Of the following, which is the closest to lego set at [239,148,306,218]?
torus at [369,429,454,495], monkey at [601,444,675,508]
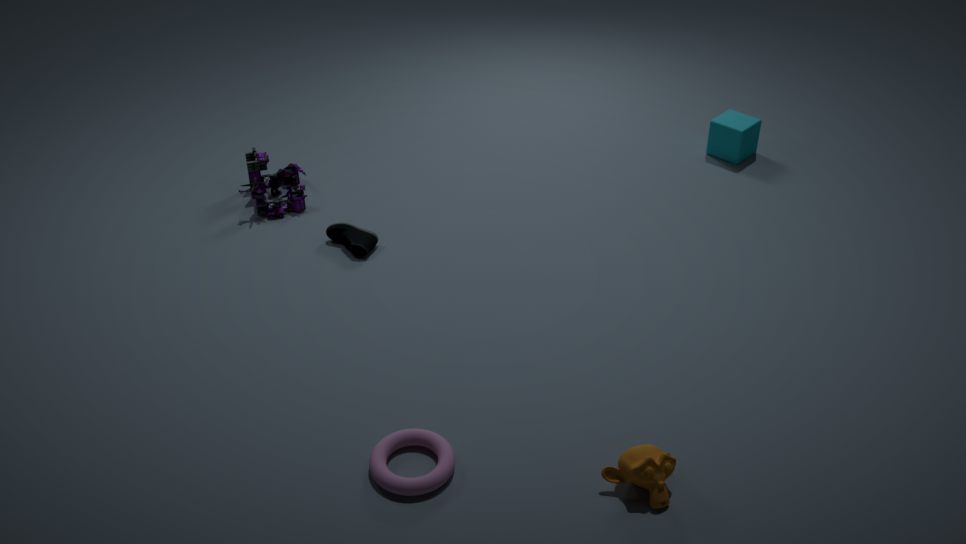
torus at [369,429,454,495]
